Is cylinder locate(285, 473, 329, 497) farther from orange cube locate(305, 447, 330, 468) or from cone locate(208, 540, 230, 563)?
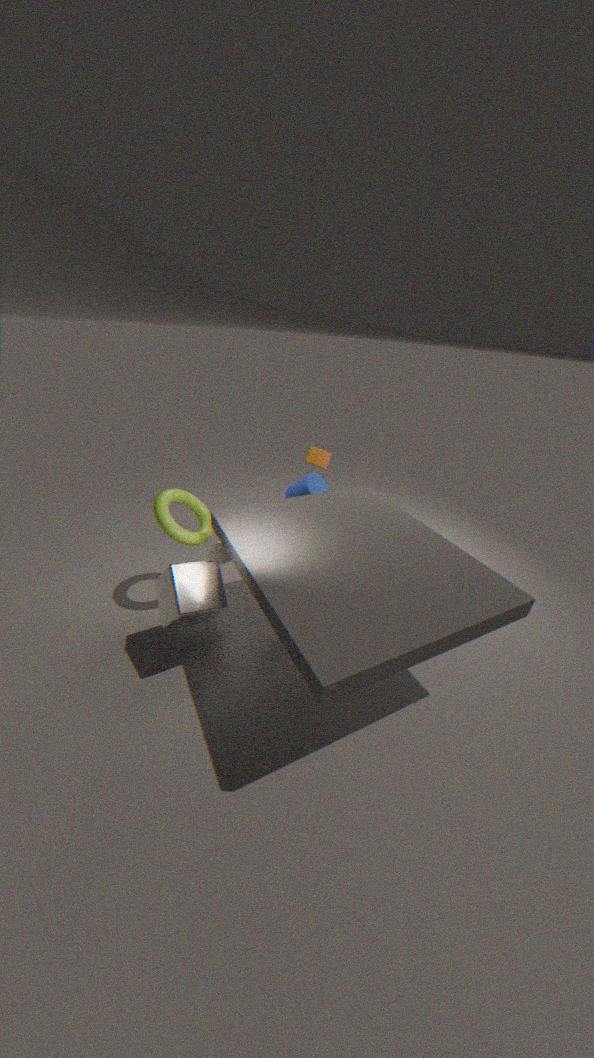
cone locate(208, 540, 230, 563)
